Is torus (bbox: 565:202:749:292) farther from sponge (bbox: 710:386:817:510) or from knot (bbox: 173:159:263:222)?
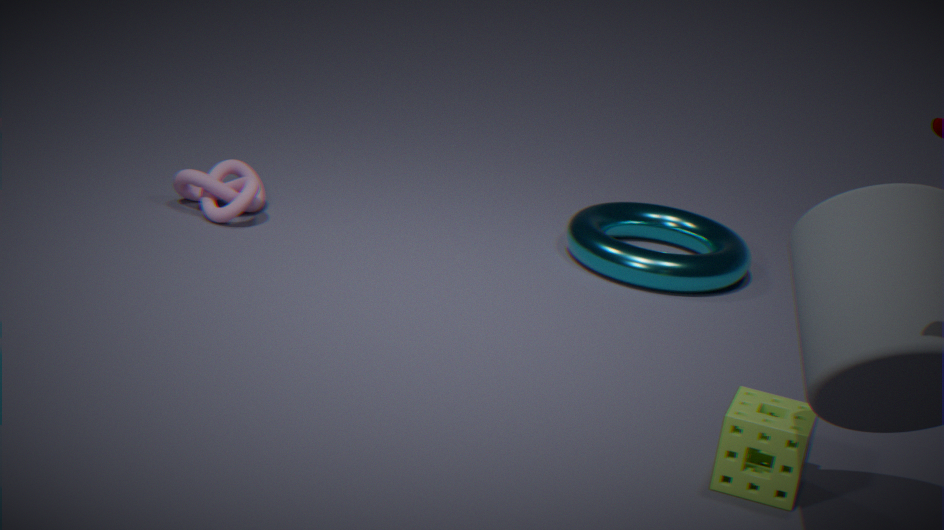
sponge (bbox: 710:386:817:510)
